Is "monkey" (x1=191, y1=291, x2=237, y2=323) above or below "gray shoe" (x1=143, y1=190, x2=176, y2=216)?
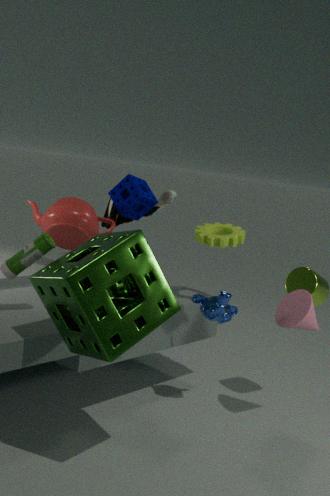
below
